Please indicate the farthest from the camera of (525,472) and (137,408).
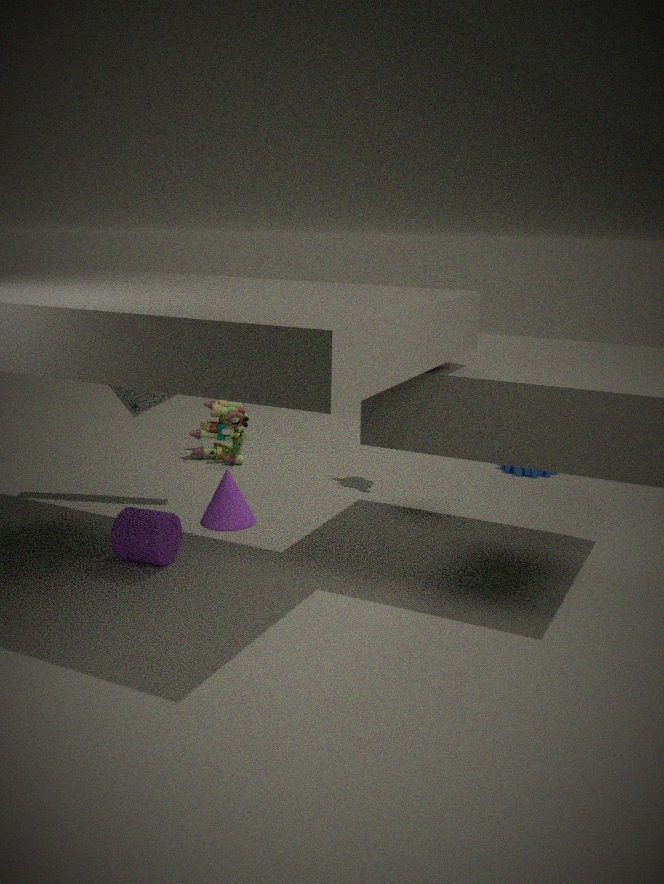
(525,472)
